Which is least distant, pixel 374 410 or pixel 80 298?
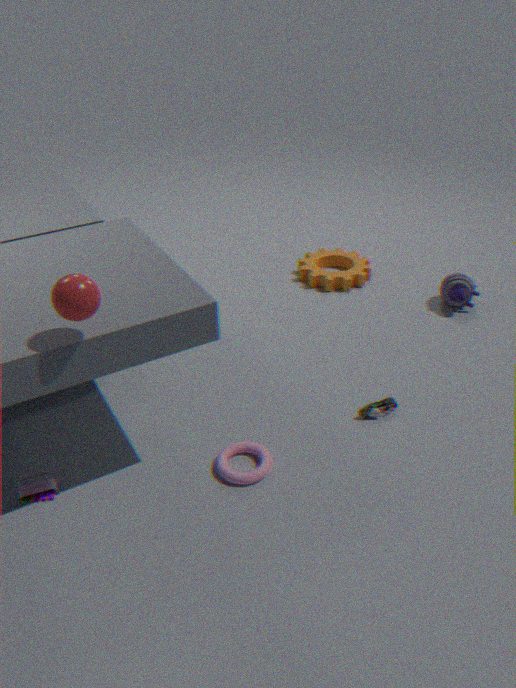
pixel 80 298
